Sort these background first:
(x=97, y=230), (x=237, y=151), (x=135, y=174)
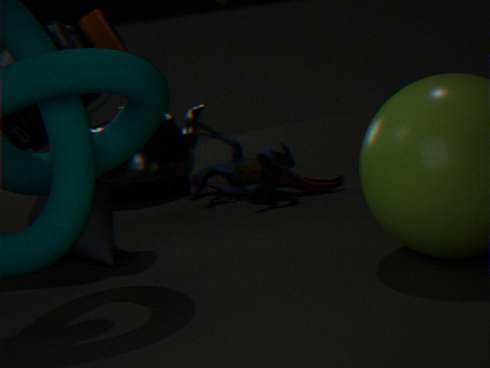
(x=135, y=174), (x=237, y=151), (x=97, y=230)
